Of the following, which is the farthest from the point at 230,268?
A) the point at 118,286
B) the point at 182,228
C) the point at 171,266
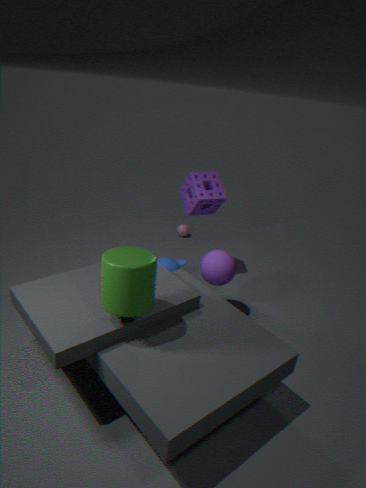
the point at 182,228
